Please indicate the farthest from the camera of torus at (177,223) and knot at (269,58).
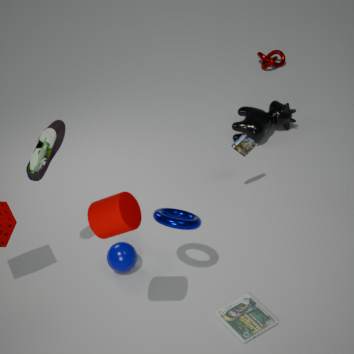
knot at (269,58)
